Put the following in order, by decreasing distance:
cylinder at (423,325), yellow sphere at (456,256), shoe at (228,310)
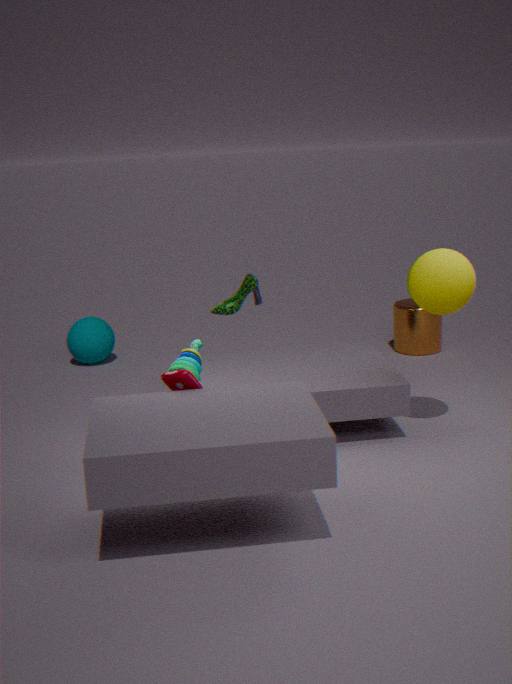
cylinder at (423,325) → yellow sphere at (456,256) → shoe at (228,310)
